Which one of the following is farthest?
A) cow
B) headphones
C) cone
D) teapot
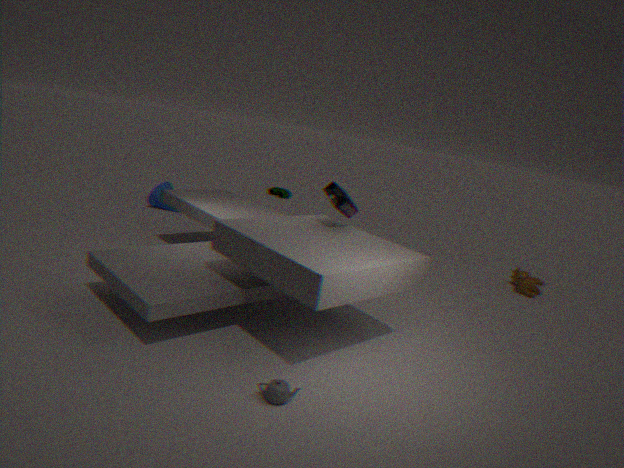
cone
